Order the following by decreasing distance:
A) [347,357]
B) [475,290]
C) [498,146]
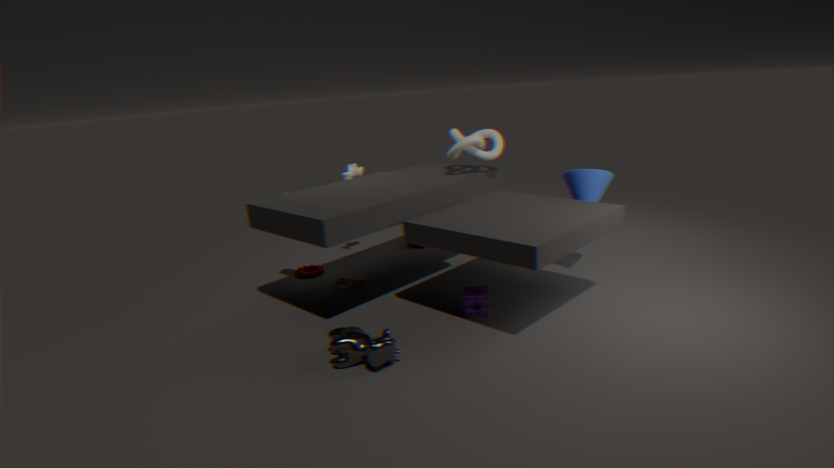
[498,146]
[475,290]
[347,357]
